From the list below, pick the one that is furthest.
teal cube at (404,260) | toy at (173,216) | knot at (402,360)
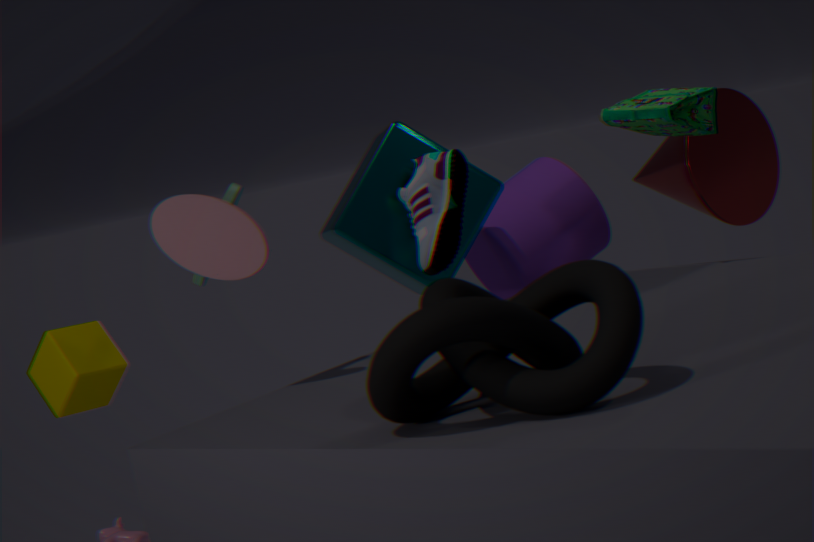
teal cube at (404,260)
